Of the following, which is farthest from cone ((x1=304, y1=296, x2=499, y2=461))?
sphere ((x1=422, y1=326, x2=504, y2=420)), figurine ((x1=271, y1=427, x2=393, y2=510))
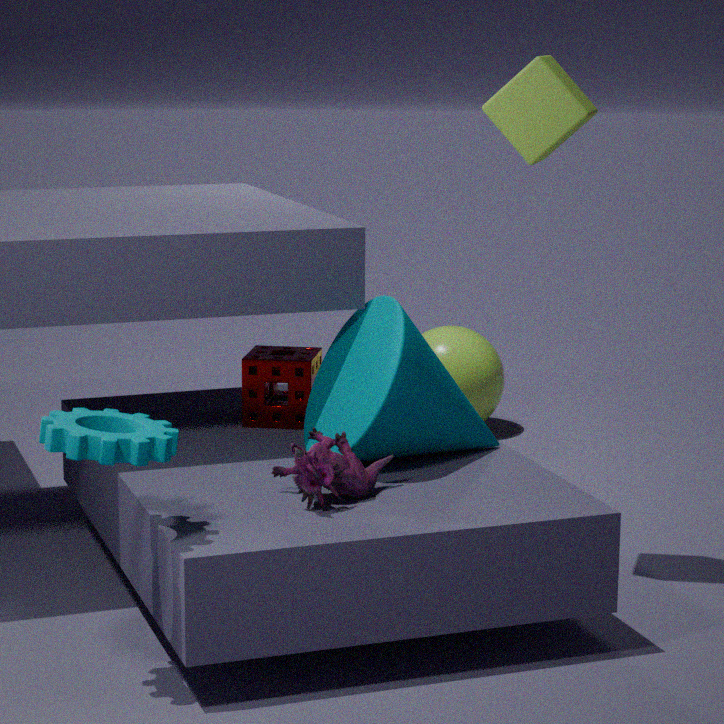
sphere ((x1=422, y1=326, x2=504, y2=420))
